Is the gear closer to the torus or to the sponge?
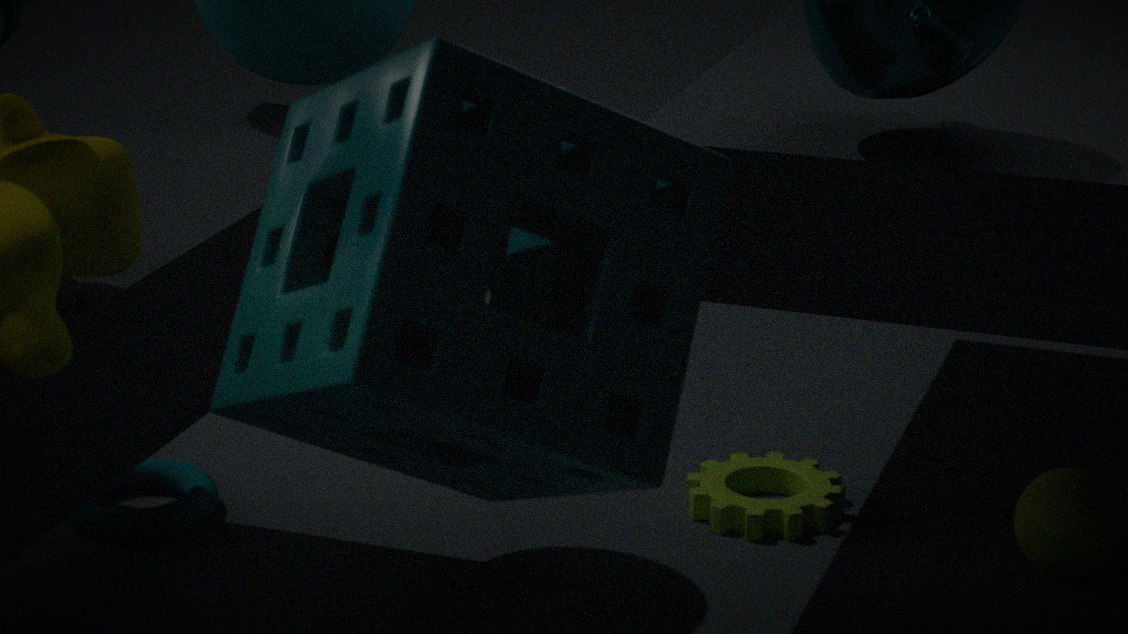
the torus
